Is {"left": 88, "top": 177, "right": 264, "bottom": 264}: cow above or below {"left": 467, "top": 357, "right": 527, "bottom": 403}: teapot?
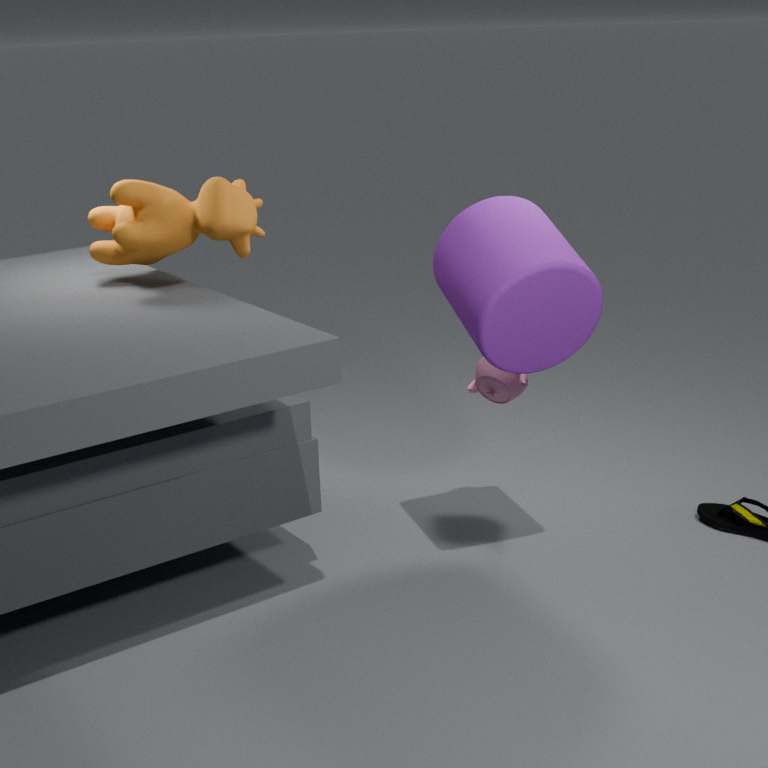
above
